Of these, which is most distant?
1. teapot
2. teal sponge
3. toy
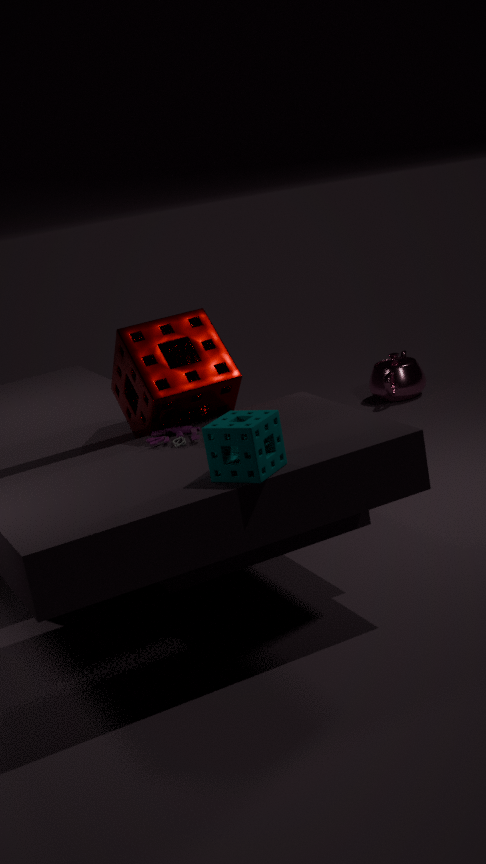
teapot
